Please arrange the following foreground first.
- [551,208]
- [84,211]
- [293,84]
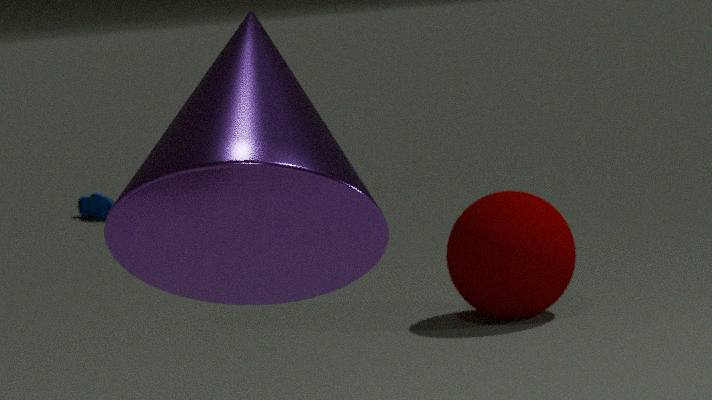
[293,84] → [551,208] → [84,211]
